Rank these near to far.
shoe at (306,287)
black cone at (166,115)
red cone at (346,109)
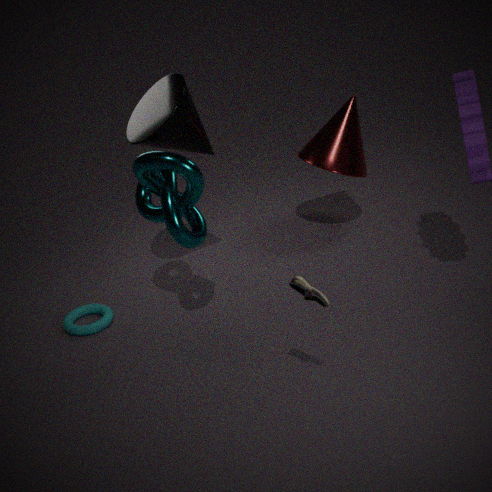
shoe at (306,287) < black cone at (166,115) < red cone at (346,109)
